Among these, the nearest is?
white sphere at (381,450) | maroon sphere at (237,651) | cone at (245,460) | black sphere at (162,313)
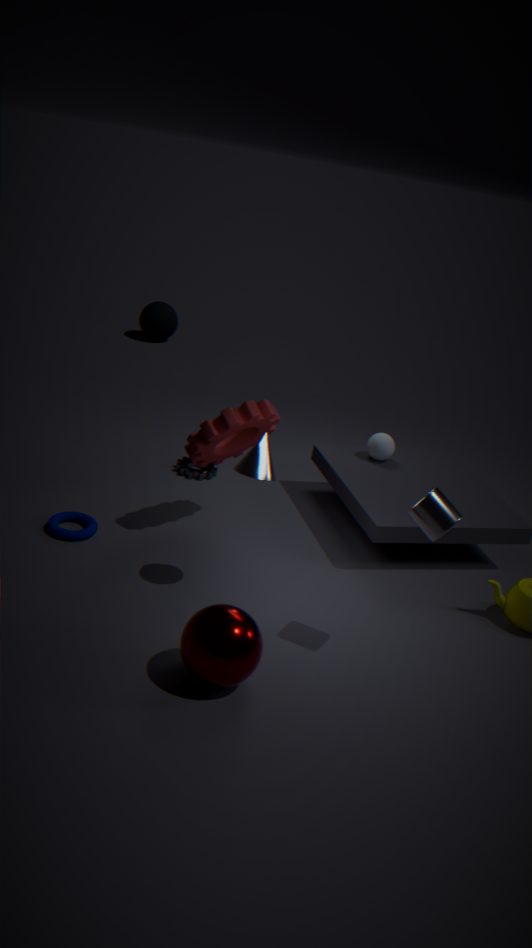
maroon sphere at (237,651)
